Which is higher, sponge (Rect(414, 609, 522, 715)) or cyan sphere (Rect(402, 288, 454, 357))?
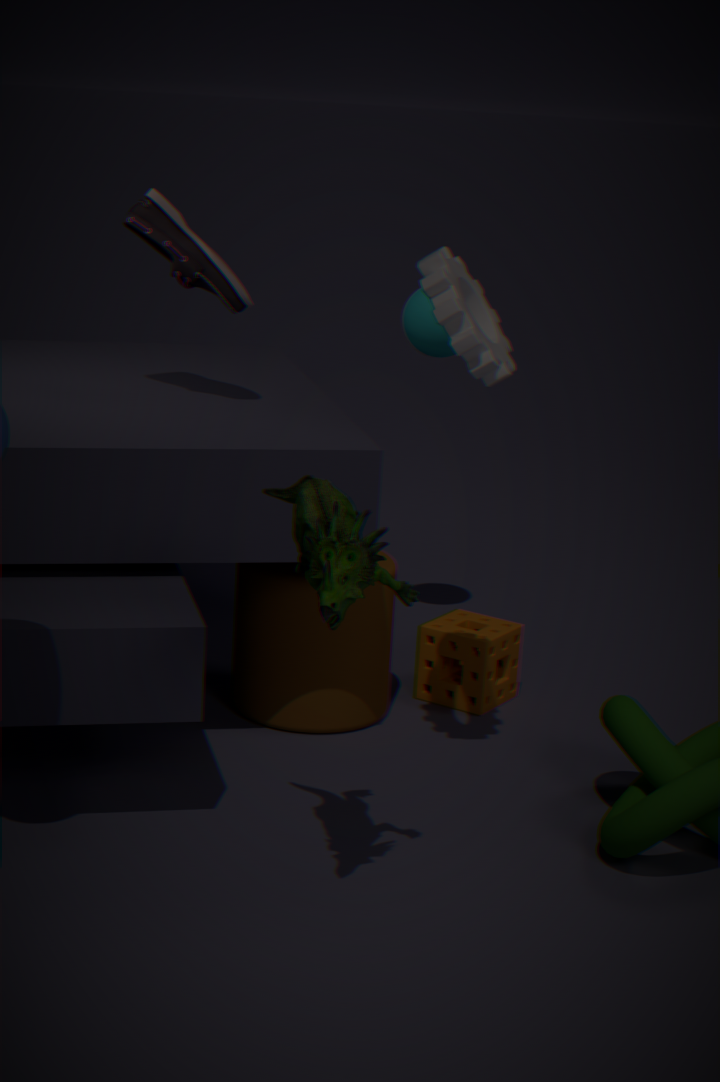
cyan sphere (Rect(402, 288, 454, 357))
